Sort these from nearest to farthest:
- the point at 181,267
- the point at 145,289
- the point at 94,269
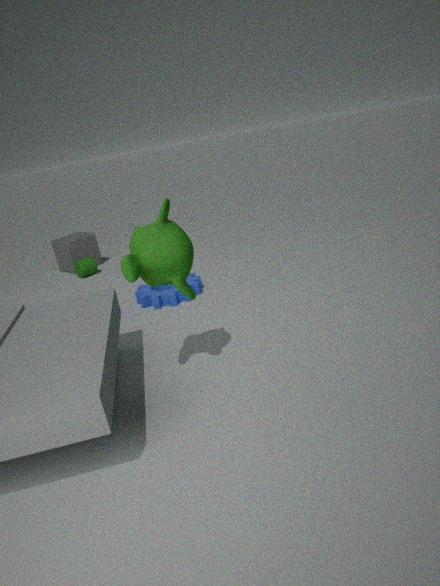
1. the point at 181,267
2. the point at 145,289
3. the point at 94,269
